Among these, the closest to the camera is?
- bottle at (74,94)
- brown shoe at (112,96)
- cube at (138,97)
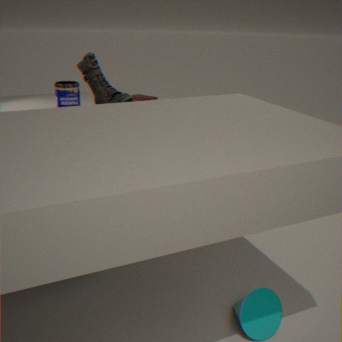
brown shoe at (112,96)
